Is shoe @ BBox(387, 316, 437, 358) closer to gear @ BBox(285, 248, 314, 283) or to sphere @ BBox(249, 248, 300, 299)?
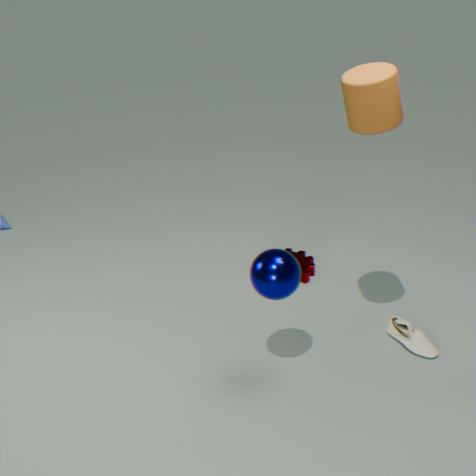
gear @ BBox(285, 248, 314, 283)
